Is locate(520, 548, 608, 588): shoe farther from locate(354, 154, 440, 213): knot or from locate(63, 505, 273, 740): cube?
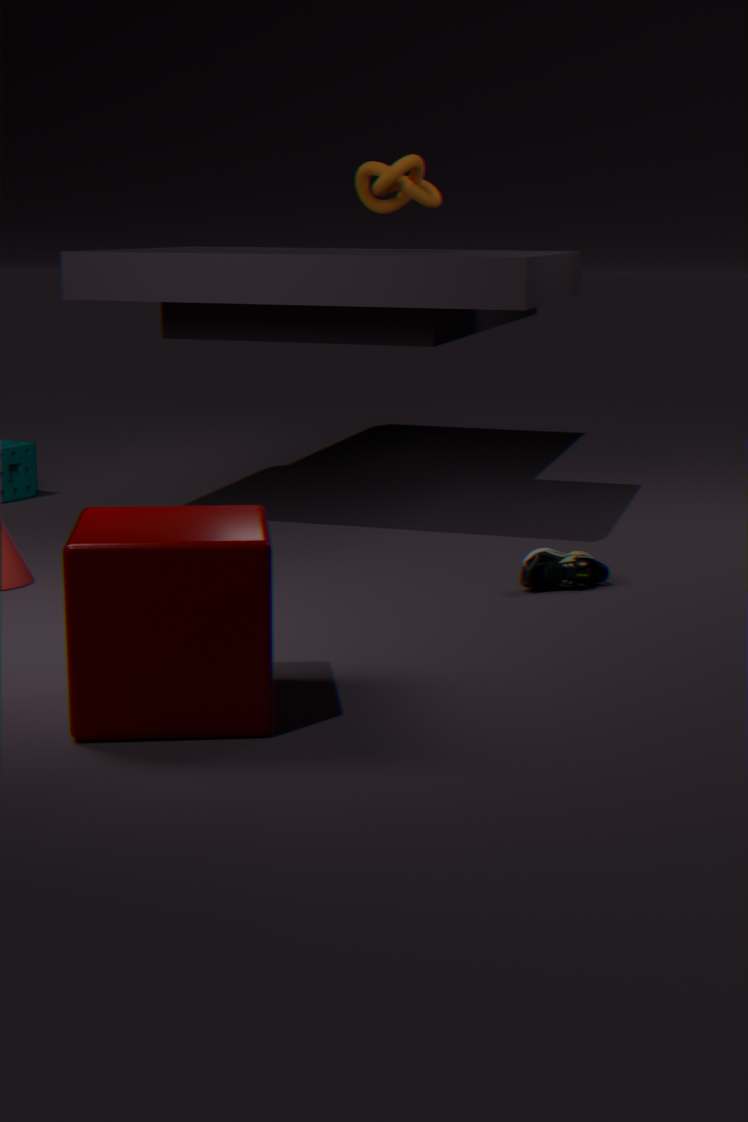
locate(354, 154, 440, 213): knot
